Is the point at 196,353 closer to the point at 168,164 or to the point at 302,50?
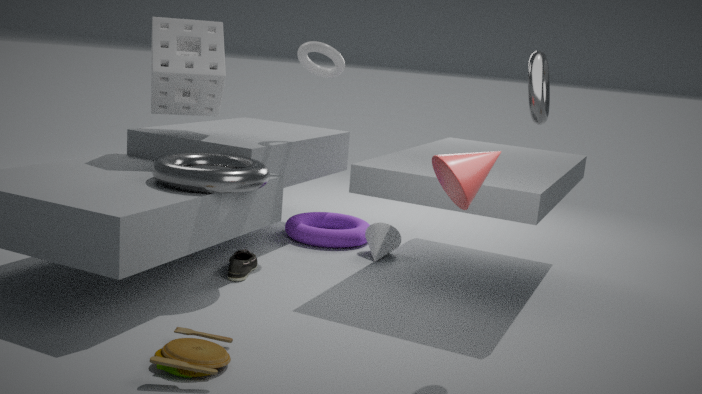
the point at 168,164
